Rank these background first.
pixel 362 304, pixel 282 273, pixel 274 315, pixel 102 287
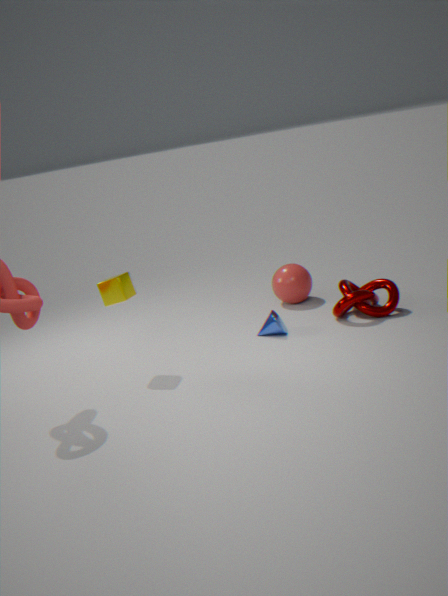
pixel 282 273 → pixel 362 304 → pixel 274 315 → pixel 102 287
